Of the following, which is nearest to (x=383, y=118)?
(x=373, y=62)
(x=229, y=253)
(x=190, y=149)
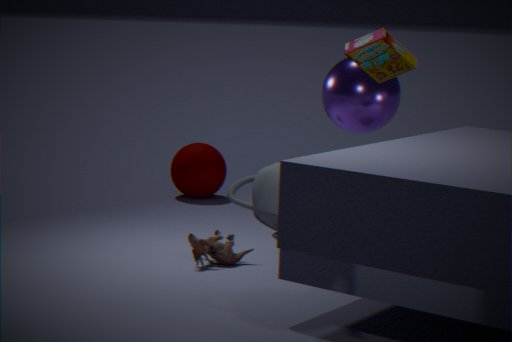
(x=229, y=253)
